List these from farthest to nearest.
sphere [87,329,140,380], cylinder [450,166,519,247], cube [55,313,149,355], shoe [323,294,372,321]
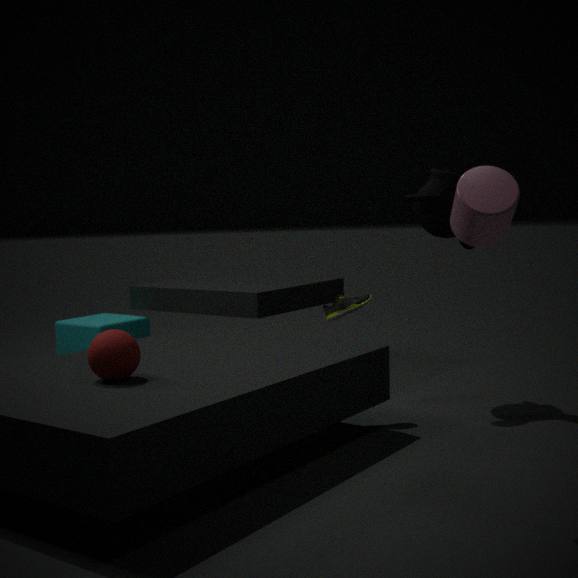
cube [55,313,149,355] → shoe [323,294,372,321] → sphere [87,329,140,380] → cylinder [450,166,519,247]
